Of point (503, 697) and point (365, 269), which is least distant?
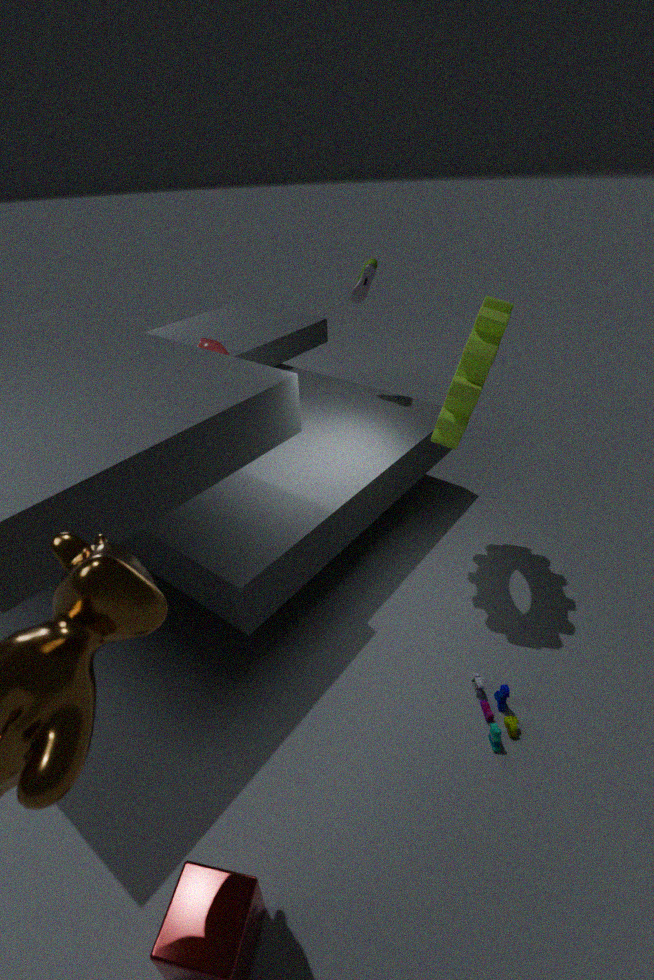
point (503, 697)
